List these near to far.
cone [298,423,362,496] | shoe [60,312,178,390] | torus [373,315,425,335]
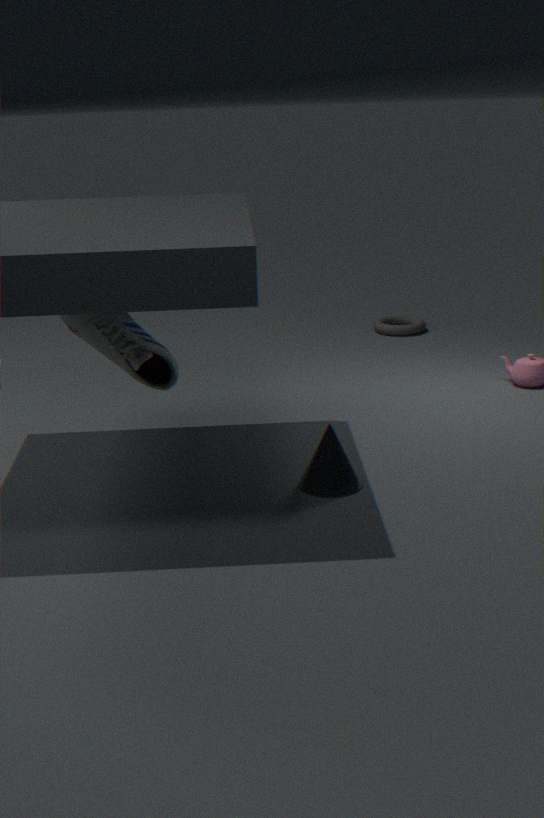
shoe [60,312,178,390], cone [298,423,362,496], torus [373,315,425,335]
